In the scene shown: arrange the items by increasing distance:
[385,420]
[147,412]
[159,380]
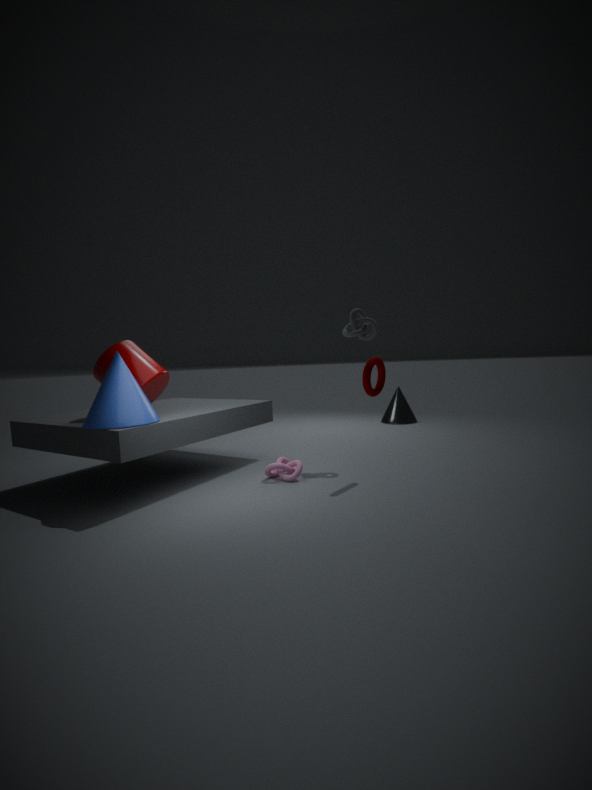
[147,412]
[159,380]
[385,420]
